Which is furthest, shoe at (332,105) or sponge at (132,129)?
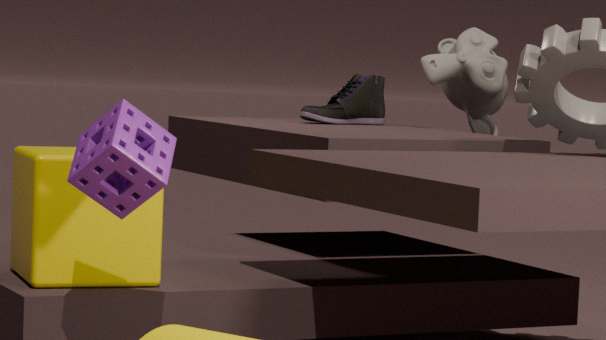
shoe at (332,105)
